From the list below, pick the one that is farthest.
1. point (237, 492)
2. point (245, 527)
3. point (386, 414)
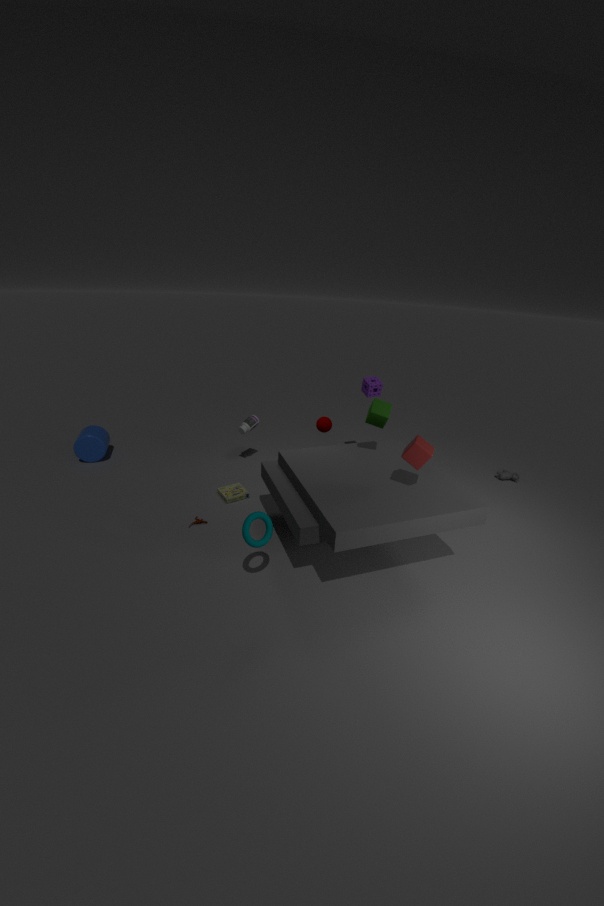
point (237, 492)
